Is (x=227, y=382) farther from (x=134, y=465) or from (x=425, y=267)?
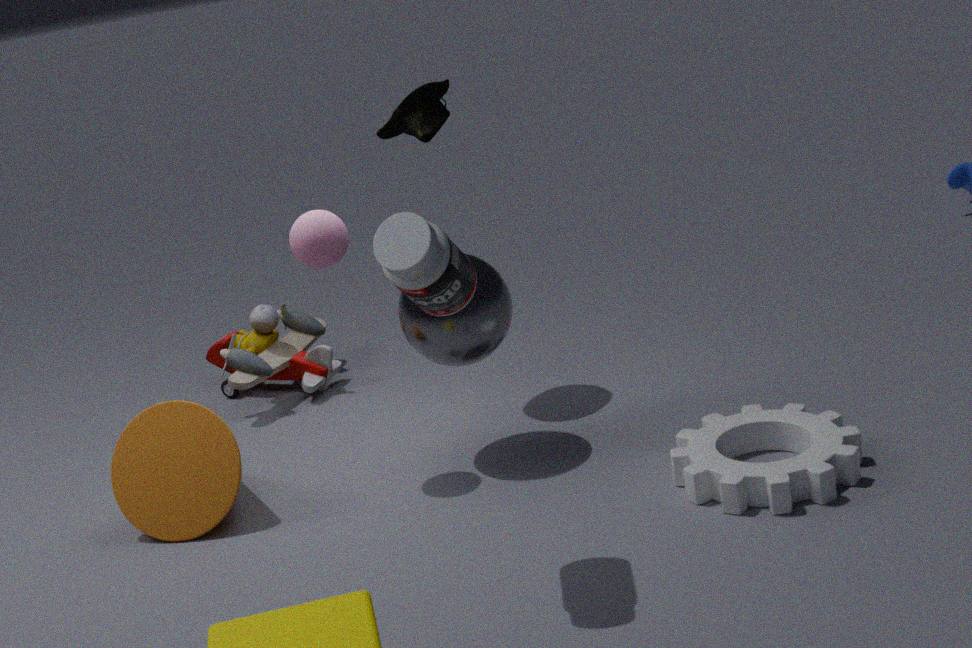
(x=425, y=267)
